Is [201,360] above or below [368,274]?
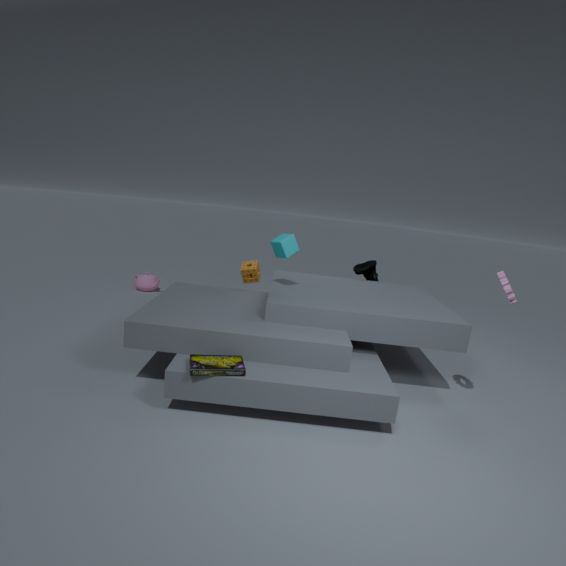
below
